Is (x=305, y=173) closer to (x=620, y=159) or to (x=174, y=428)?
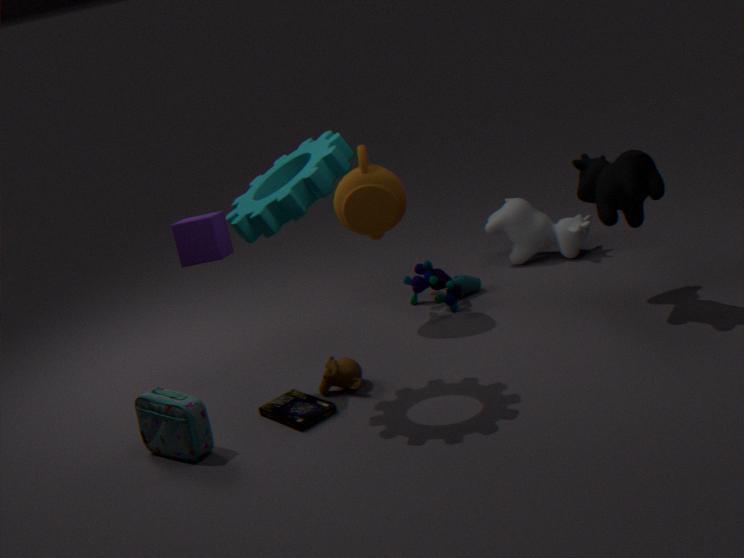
(x=174, y=428)
